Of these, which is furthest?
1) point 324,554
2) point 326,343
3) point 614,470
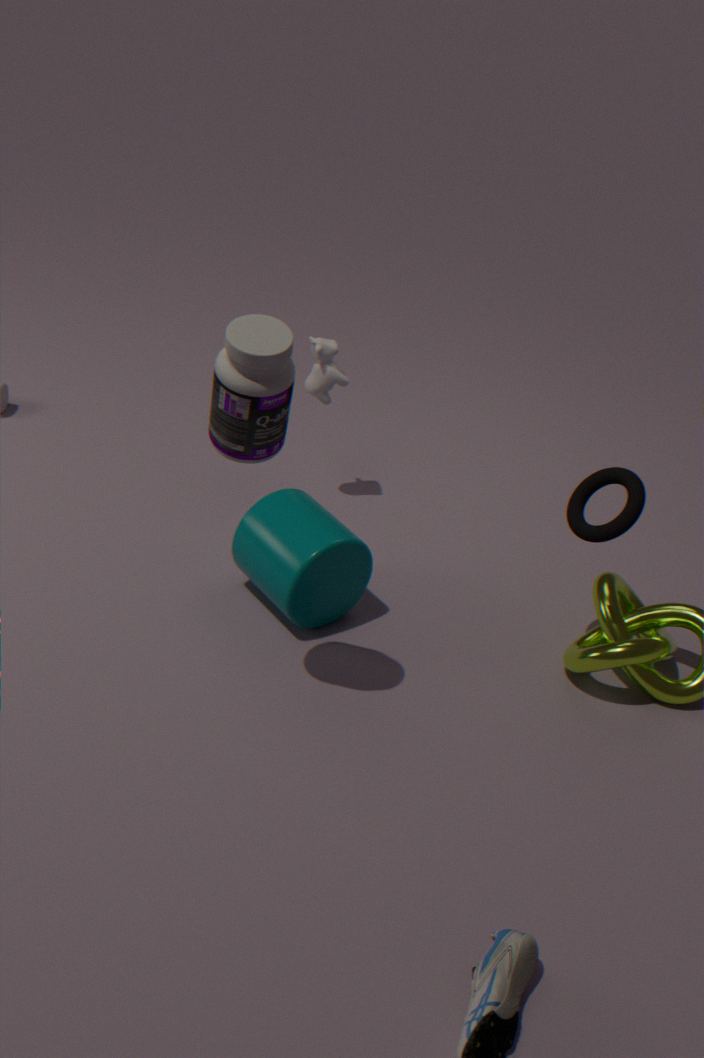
2. point 326,343
